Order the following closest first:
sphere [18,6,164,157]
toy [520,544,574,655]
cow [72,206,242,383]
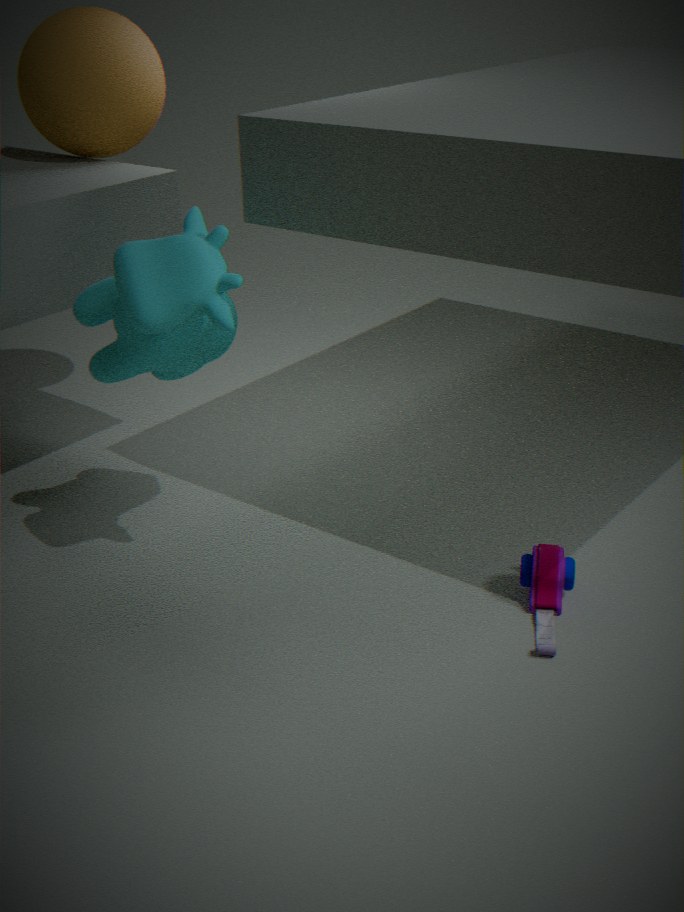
cow [72,206,242,383] < toy [520,544,574,655] < sphere [18,6,164,157]
